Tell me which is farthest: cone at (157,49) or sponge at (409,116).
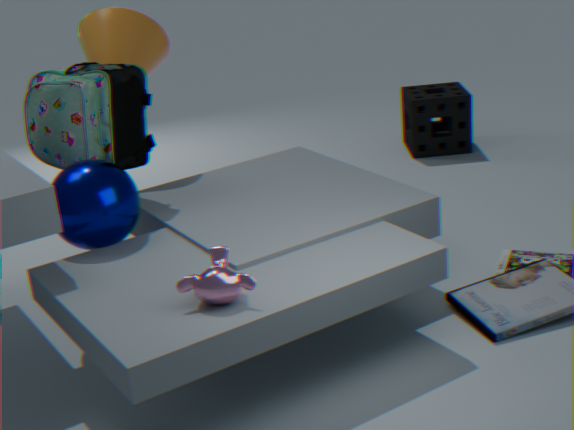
sponge at (409,116)
